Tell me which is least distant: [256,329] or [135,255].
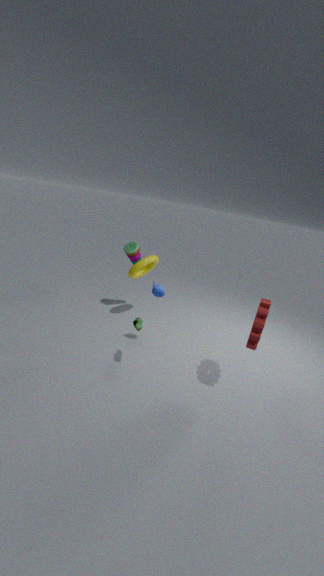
[256,329]
